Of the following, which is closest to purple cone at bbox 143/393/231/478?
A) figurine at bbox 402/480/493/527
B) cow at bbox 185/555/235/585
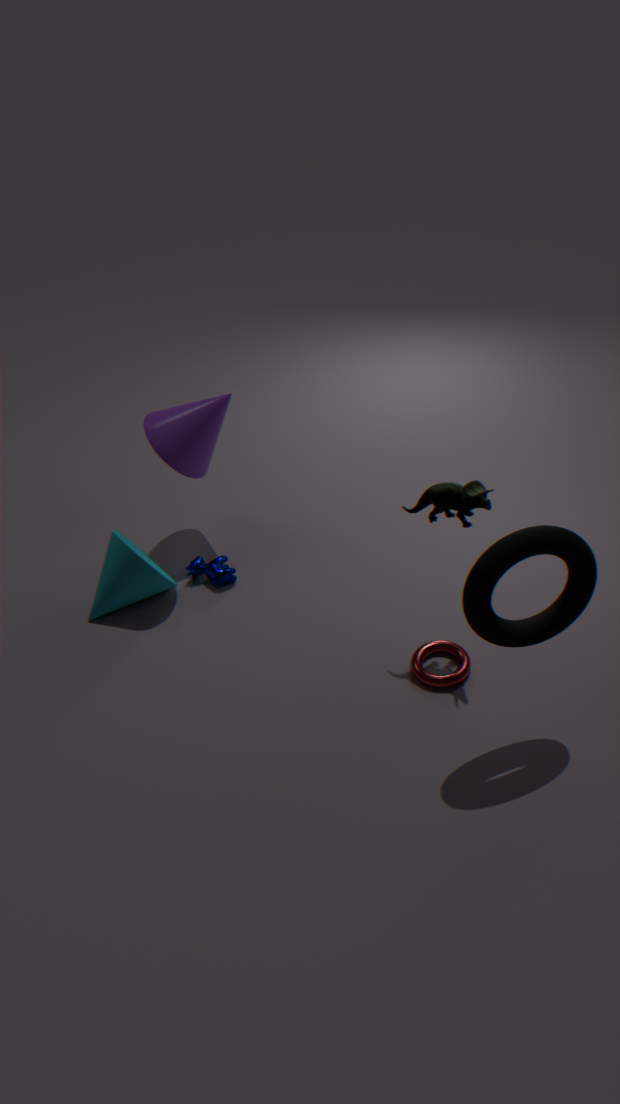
cow at bbox 185/555/235/585
